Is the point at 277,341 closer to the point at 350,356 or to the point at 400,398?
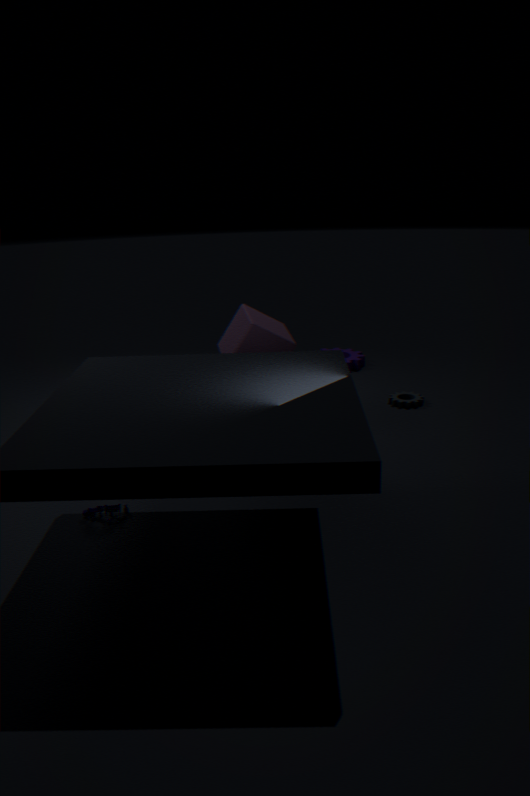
the point at 400,398
